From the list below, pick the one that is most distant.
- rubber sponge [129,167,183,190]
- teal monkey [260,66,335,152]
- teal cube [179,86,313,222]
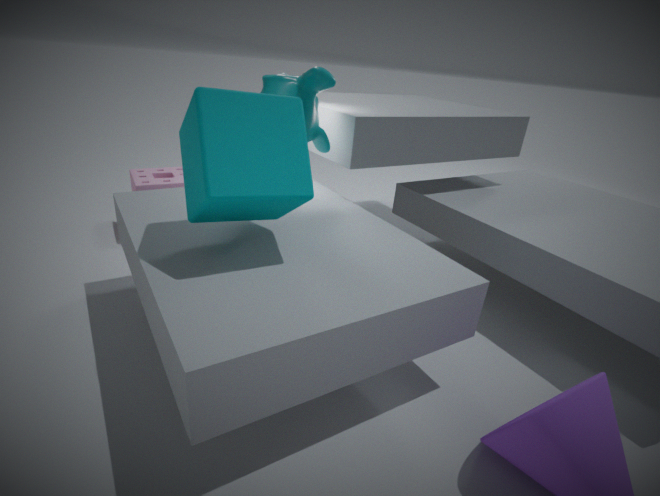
rubber sponge [129,167,183,190]
